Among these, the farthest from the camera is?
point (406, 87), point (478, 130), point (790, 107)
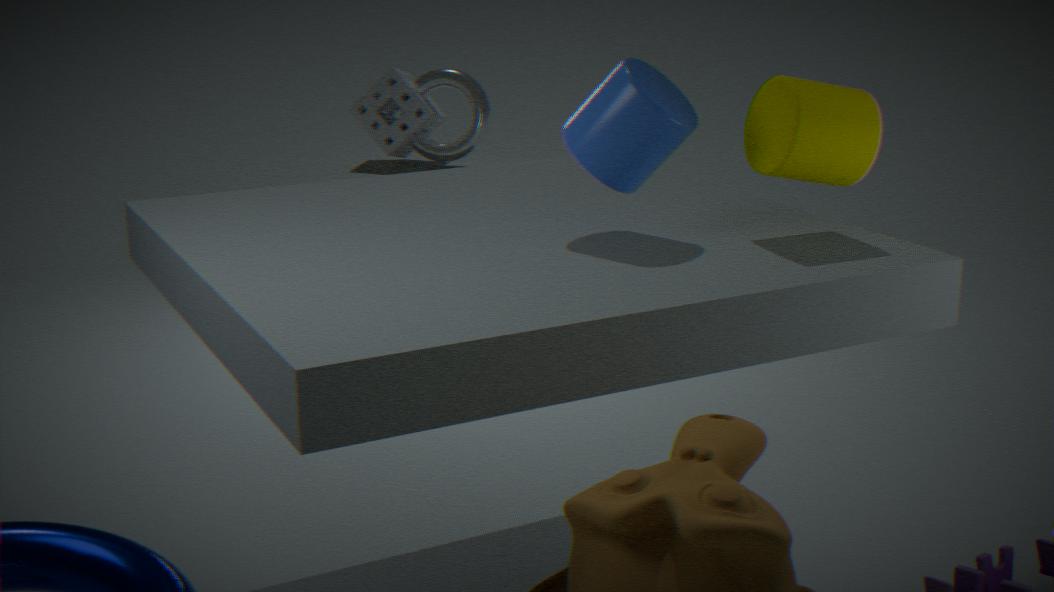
point (478, 130)
